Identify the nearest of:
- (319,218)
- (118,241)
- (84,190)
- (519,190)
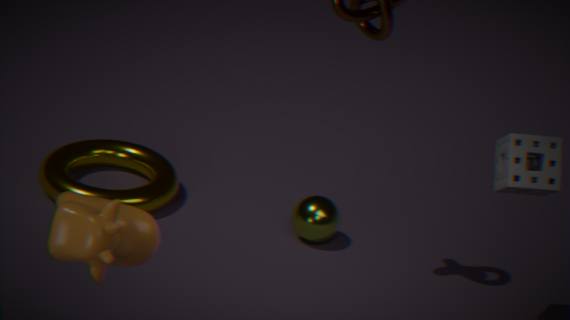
(118,241)
